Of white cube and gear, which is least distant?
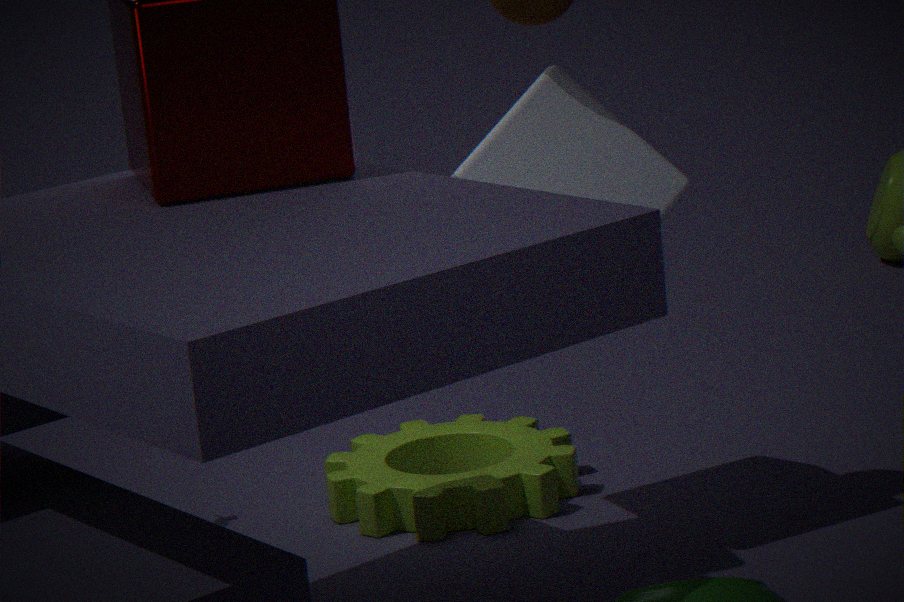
white cube
